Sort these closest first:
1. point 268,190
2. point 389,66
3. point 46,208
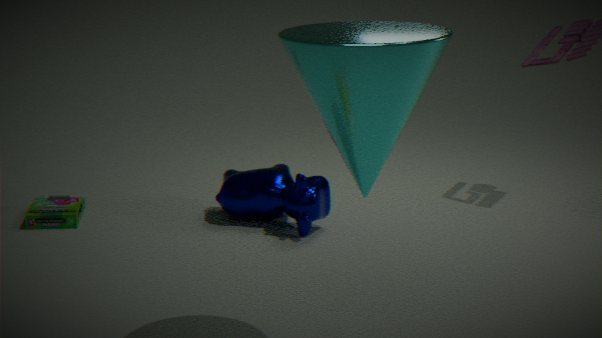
1. point 389,66
2. point 268,190
3. point 46,208
